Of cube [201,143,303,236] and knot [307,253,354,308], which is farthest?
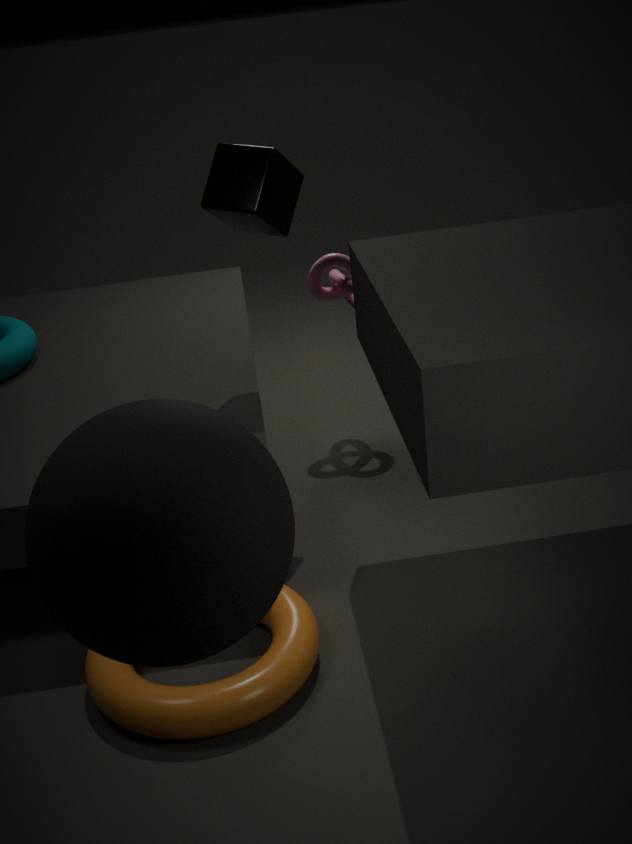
knot [307,253,354,308]
